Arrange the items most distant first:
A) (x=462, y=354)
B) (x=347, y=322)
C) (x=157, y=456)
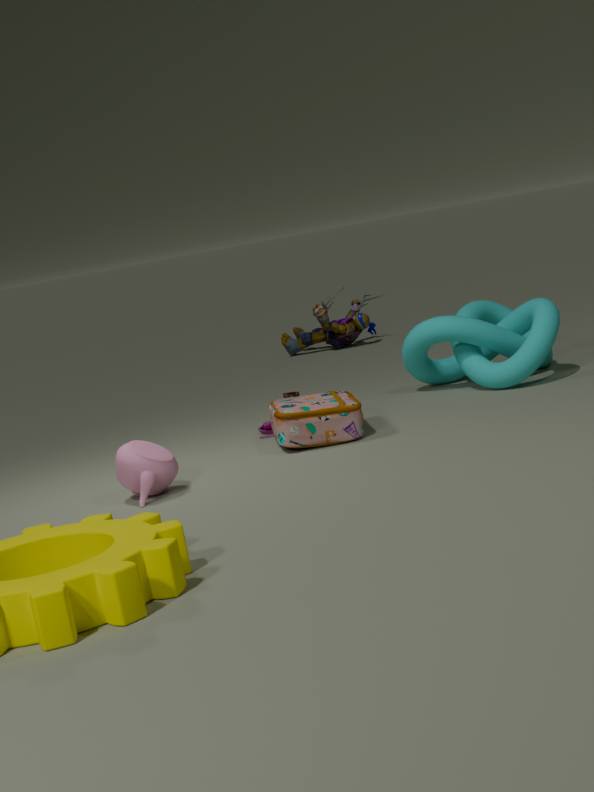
(x=347, y=322) < (x=462, y=354) < (x=157, y=456)
